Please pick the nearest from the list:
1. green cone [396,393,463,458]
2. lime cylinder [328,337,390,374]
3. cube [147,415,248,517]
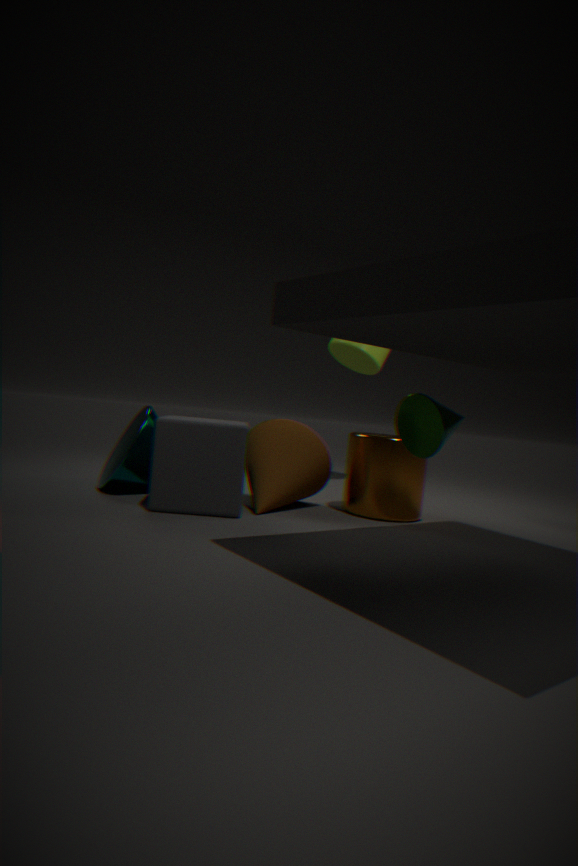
green cone [396,393,463,458]
